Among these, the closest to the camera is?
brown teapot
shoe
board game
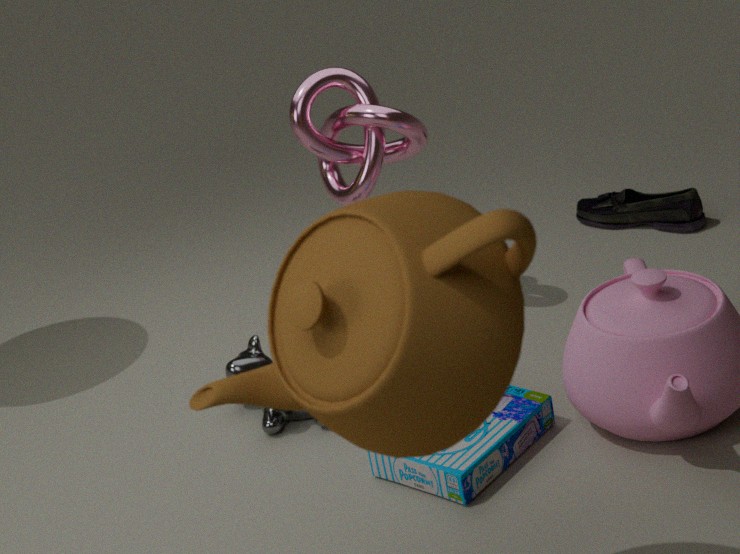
brown teapot
